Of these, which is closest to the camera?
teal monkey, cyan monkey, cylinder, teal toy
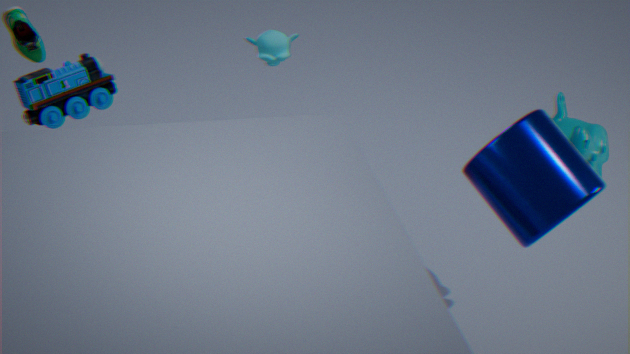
cylinder
